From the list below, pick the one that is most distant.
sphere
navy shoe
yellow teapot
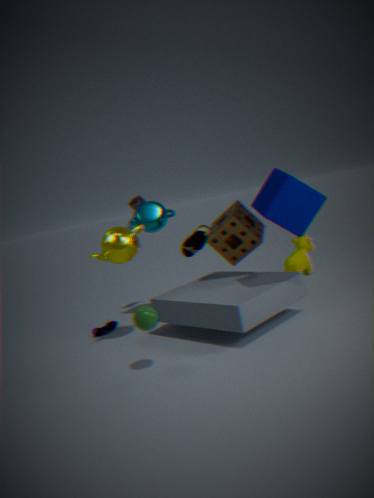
navy shoe
